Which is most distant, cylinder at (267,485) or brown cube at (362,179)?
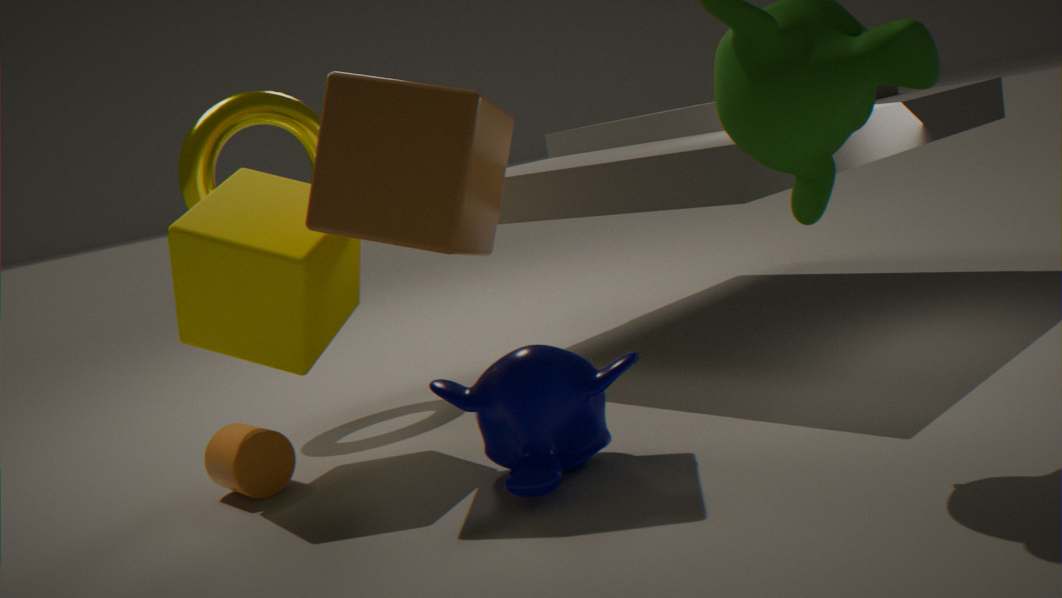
cylinder at (267,485)
